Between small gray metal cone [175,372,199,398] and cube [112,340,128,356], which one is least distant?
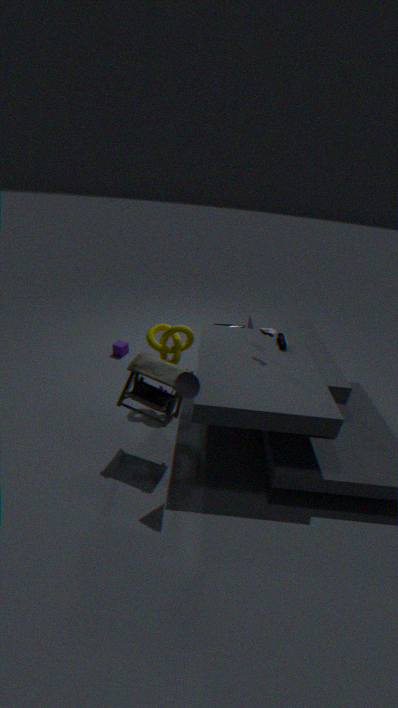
small gray metal cone [175,372,199,398]
